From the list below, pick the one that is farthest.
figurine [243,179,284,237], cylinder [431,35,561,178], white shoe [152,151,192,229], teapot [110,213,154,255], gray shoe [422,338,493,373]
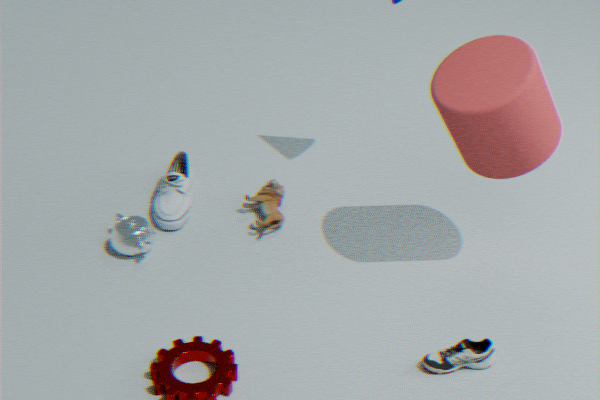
white shoe [152,151,192,229]
